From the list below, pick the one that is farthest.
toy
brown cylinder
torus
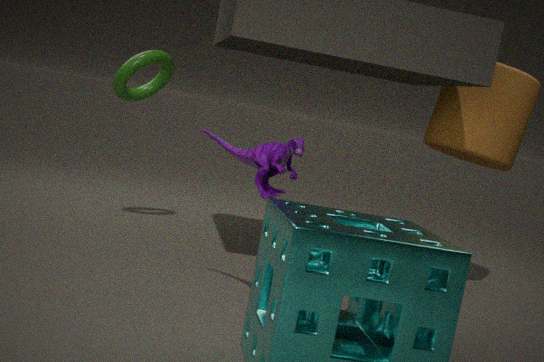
torus
